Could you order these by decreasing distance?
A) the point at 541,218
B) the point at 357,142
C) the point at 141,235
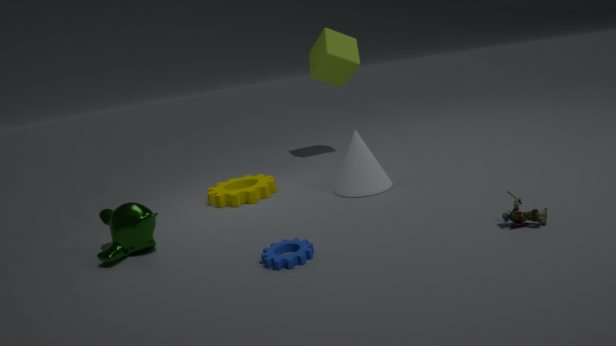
the point at 357,142, the point at 141,235, the point at 541,218
